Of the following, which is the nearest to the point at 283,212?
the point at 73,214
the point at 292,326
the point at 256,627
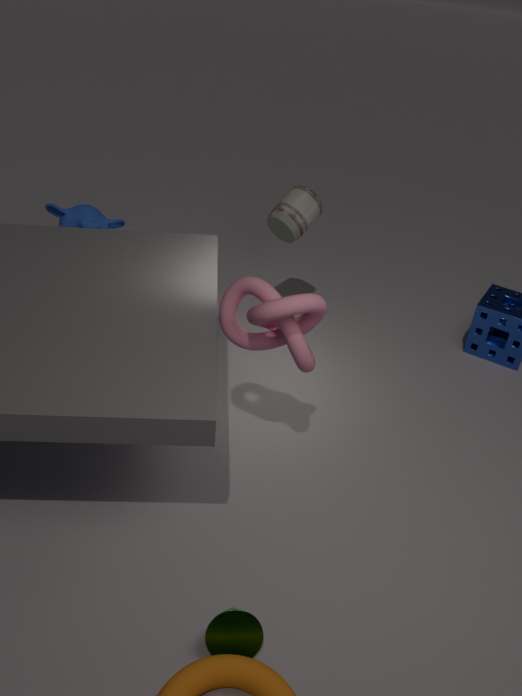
the point at 73,214
